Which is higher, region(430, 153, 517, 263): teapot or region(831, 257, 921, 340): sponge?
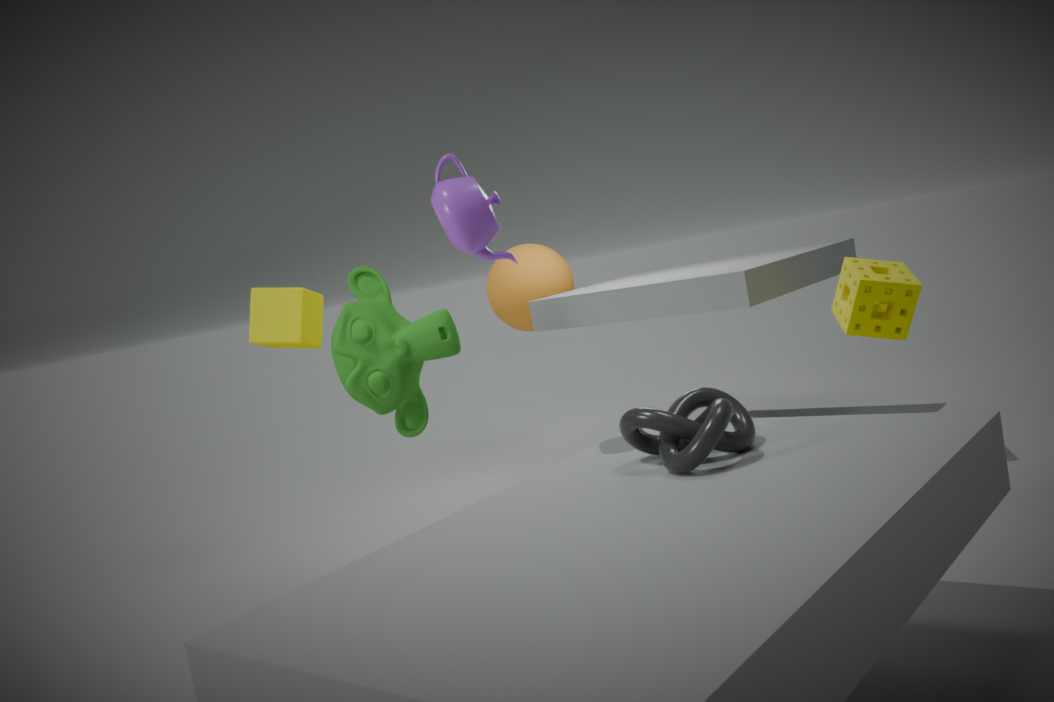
region(430, 153, 517, 263): teapot
